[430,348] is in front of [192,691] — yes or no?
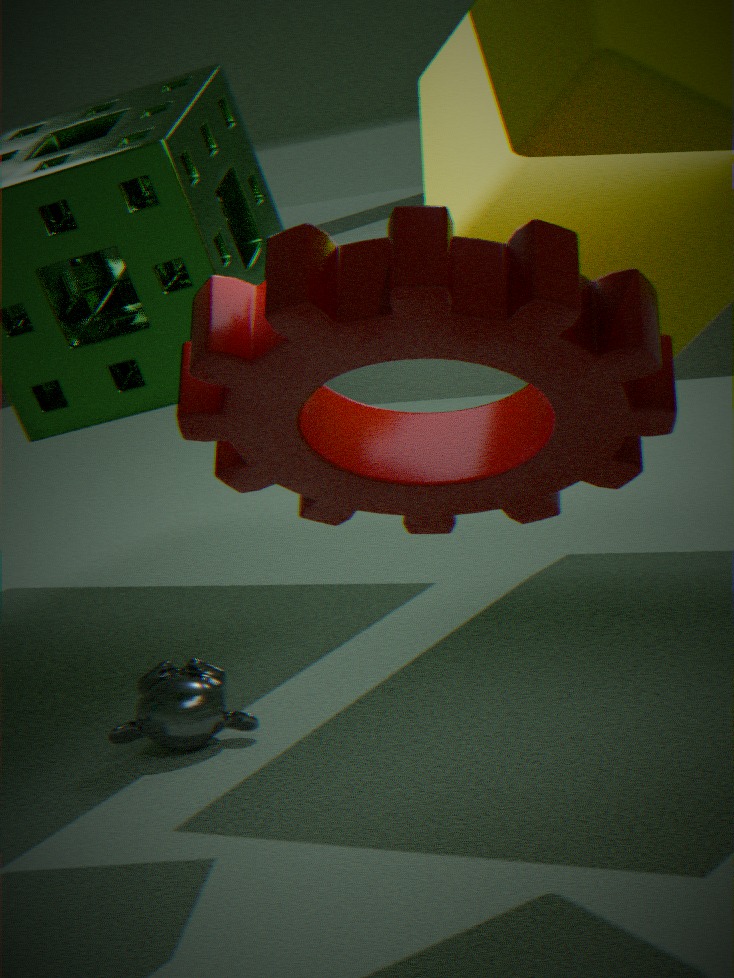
Yes
